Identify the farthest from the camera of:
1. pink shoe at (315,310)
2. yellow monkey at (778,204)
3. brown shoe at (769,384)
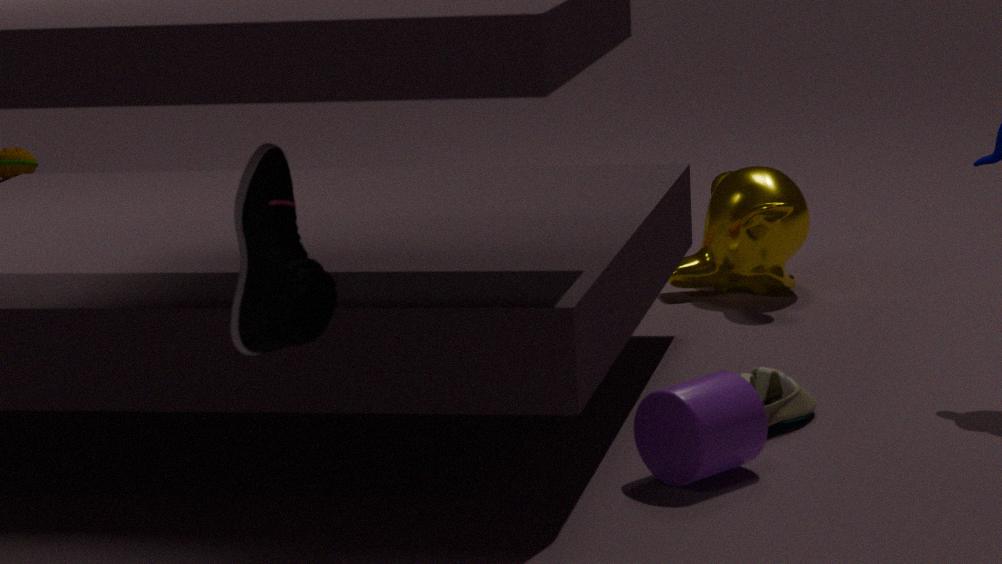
yellow monkey at (778,204)
